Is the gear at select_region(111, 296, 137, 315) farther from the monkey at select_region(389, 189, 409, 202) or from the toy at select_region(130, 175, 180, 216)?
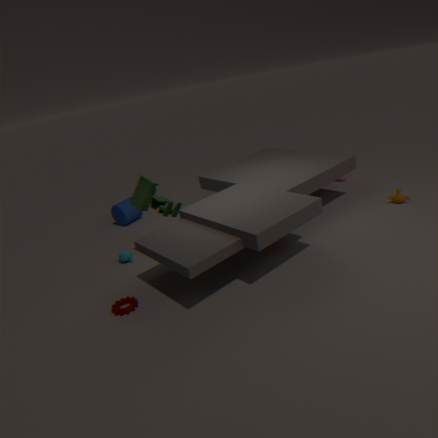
the monkey at select_region(389, 189, 409, 202)
